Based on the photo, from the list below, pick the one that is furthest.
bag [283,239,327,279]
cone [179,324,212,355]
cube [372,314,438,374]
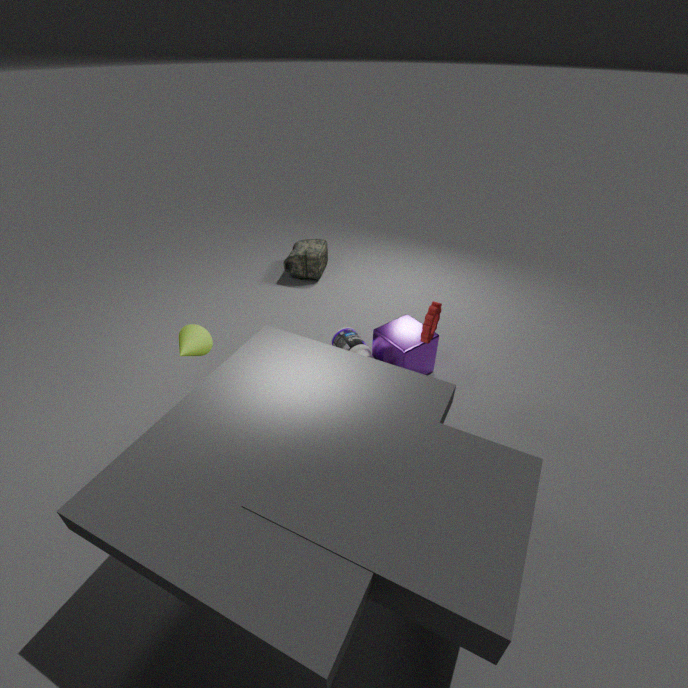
bag [283,239,327,279]
